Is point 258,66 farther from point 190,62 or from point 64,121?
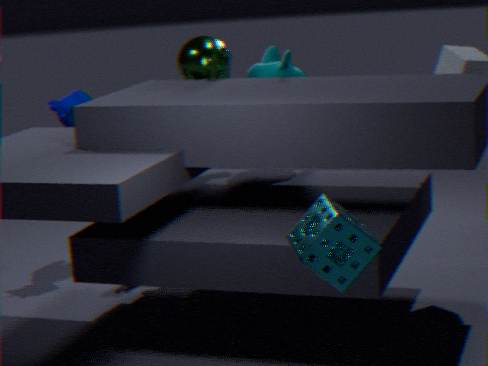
point 64,121
